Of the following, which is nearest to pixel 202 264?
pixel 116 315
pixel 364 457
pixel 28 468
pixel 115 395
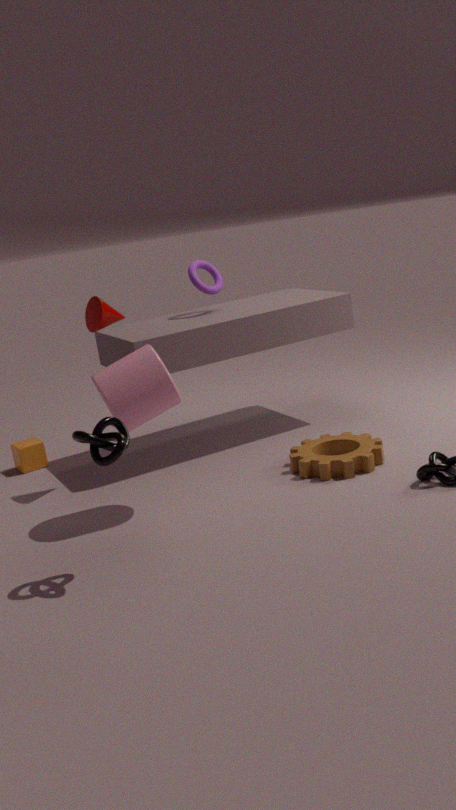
pixel 116 315
